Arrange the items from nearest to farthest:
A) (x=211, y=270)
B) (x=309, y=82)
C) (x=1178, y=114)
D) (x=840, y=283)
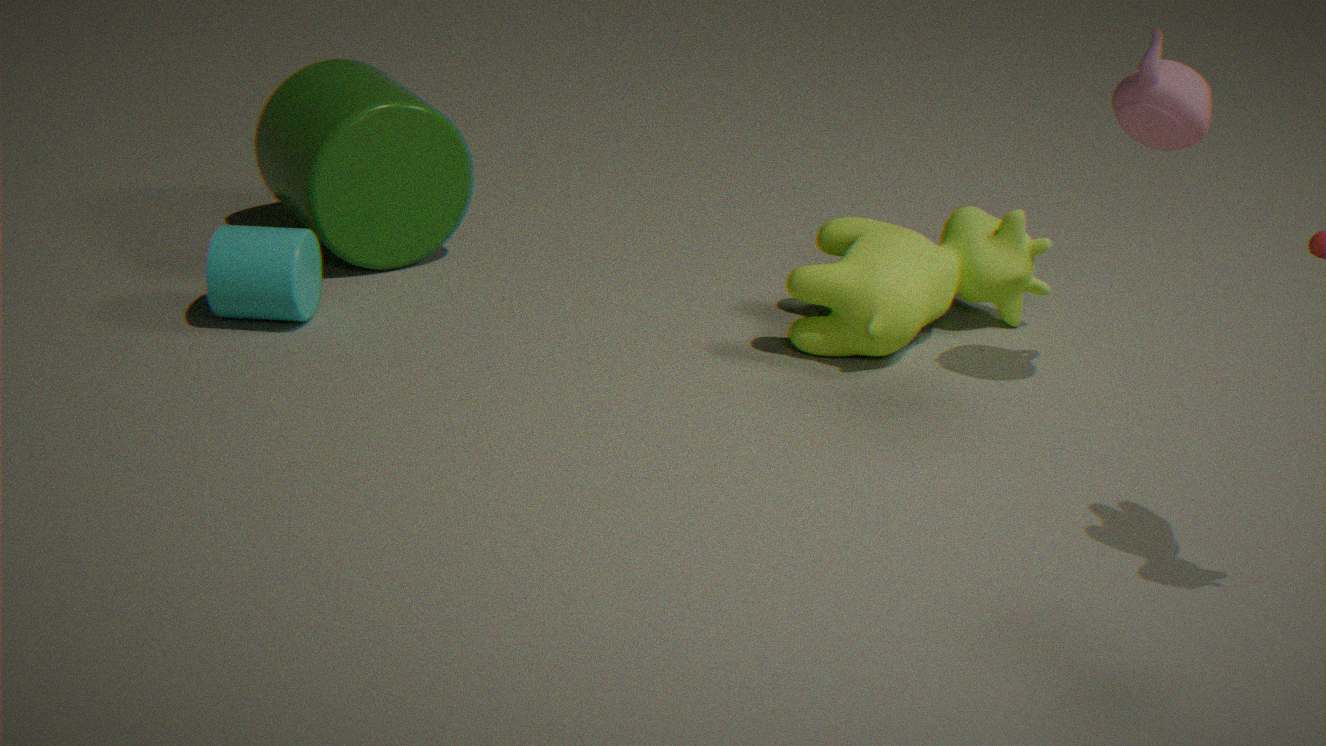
(x=1178, y=114)
(x=840, y=283)
(x=211, y=270)
(x=309, y=82)
